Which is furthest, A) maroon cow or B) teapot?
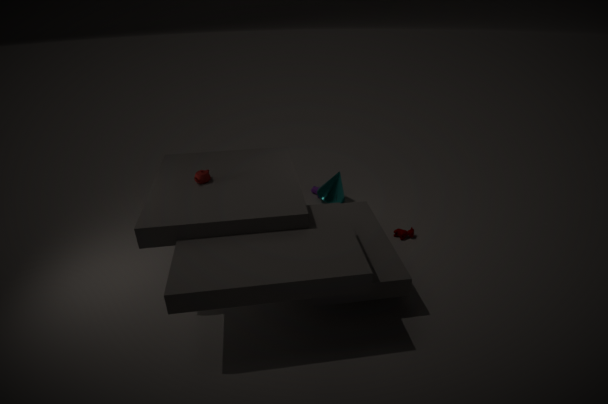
A. maroon cow
